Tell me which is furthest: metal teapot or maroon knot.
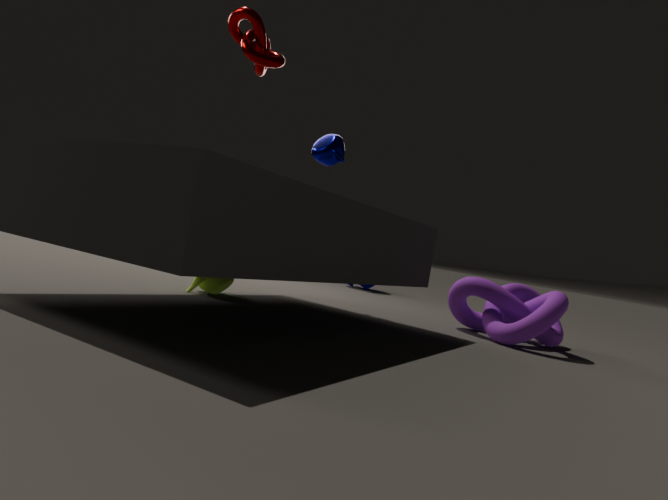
metal teapot
